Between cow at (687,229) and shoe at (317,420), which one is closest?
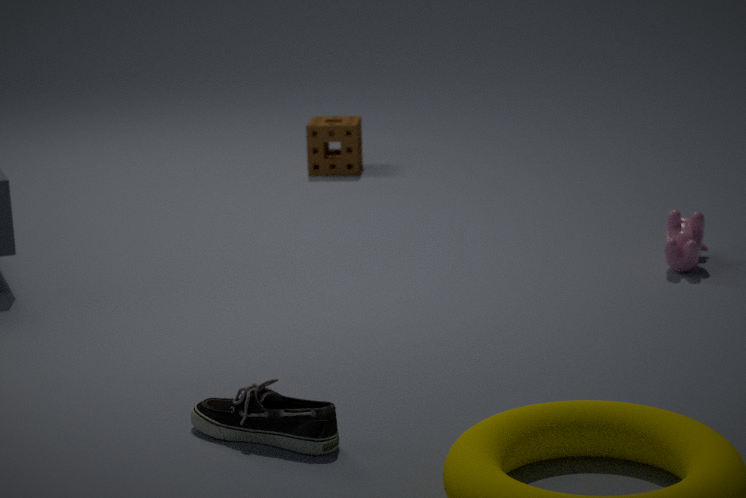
shoe at (317,420)
